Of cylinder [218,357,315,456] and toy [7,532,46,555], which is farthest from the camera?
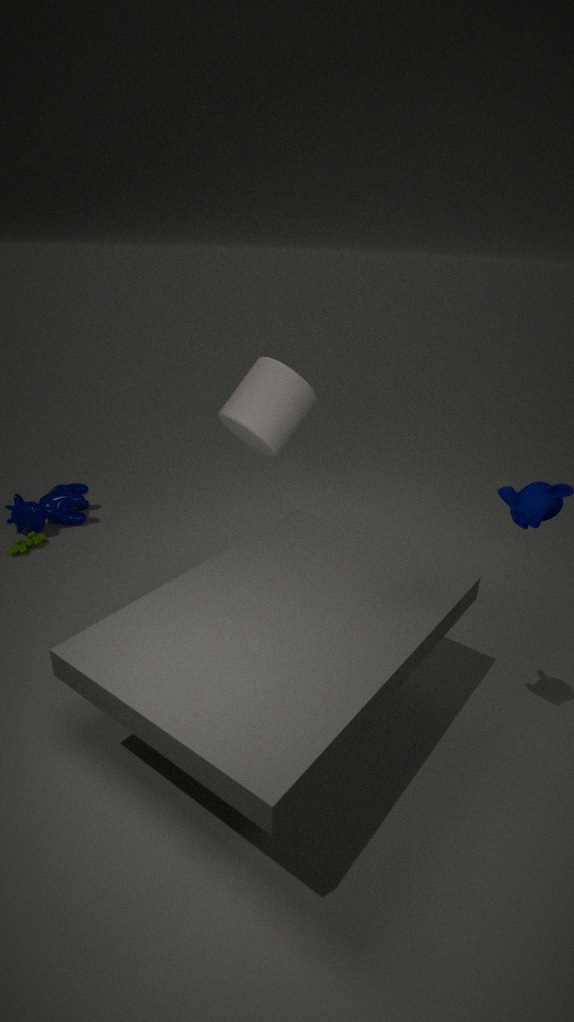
toy [7,532,46,555]
